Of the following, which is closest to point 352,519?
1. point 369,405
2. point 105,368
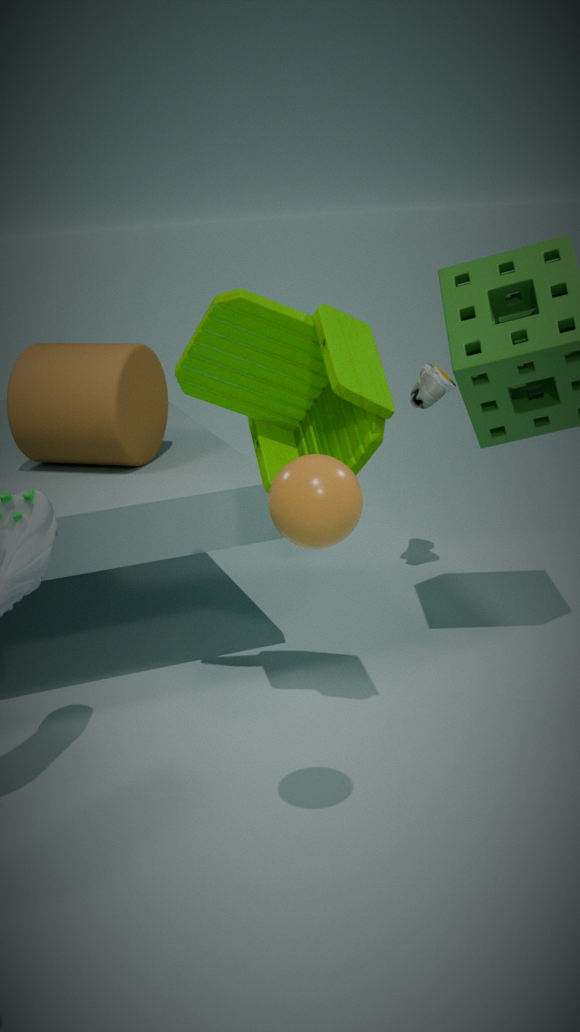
point 369,405
